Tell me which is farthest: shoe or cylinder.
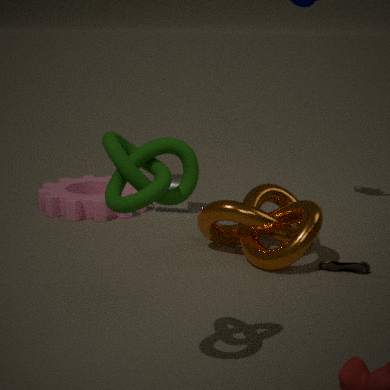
cylinder
